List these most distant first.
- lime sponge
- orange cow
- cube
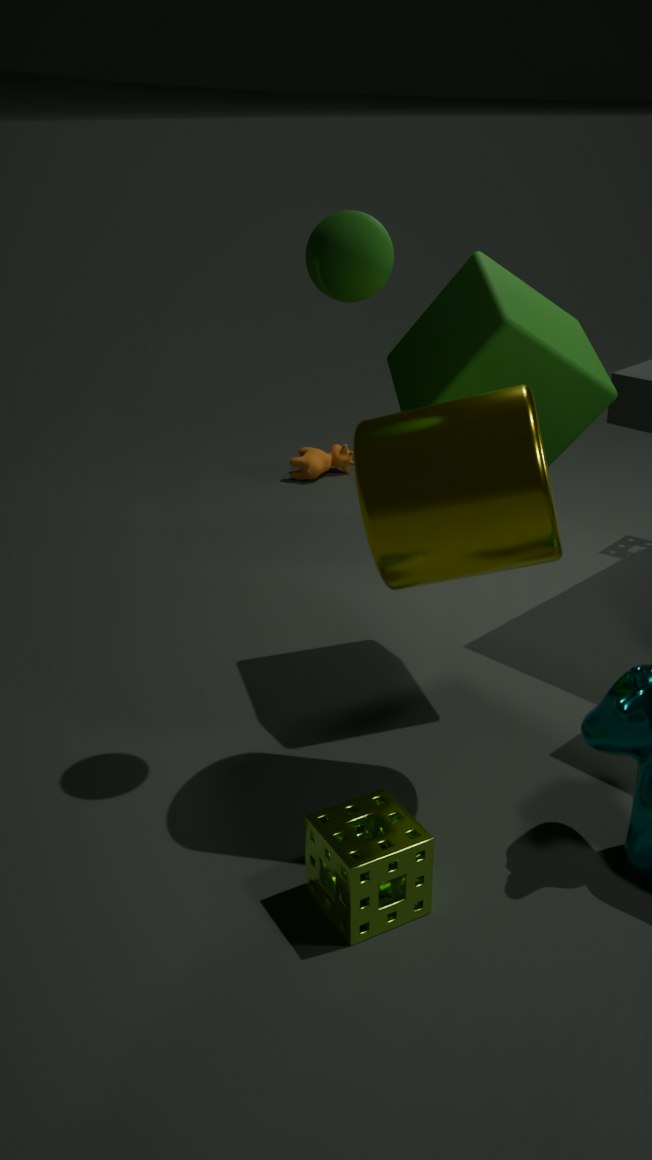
1. orange cow
2. cube
3. lime sponge
